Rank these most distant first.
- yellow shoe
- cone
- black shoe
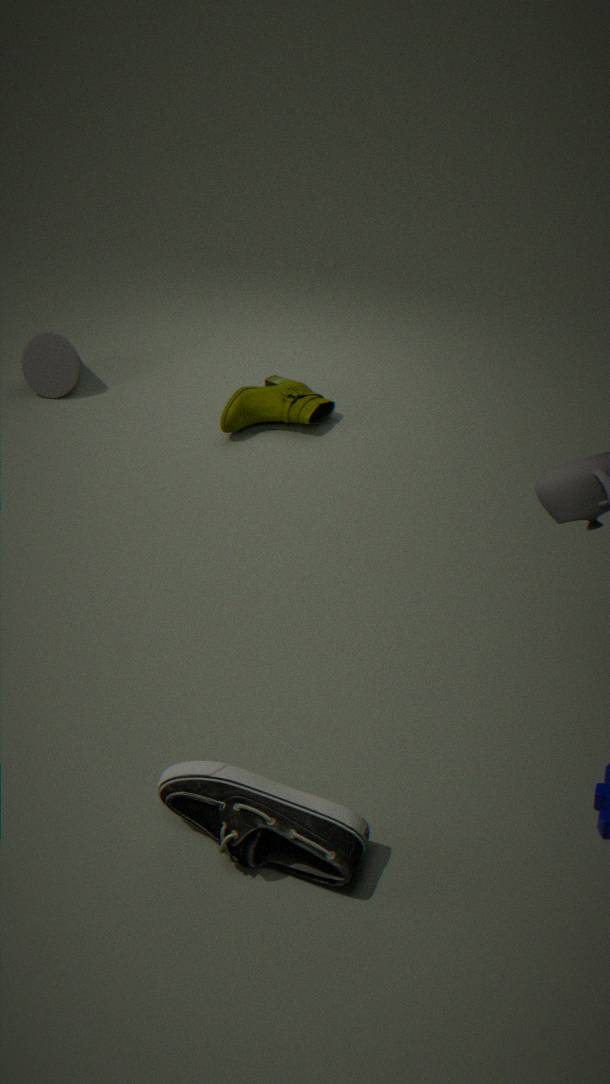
A: cone, yellow shoe, black shoe
